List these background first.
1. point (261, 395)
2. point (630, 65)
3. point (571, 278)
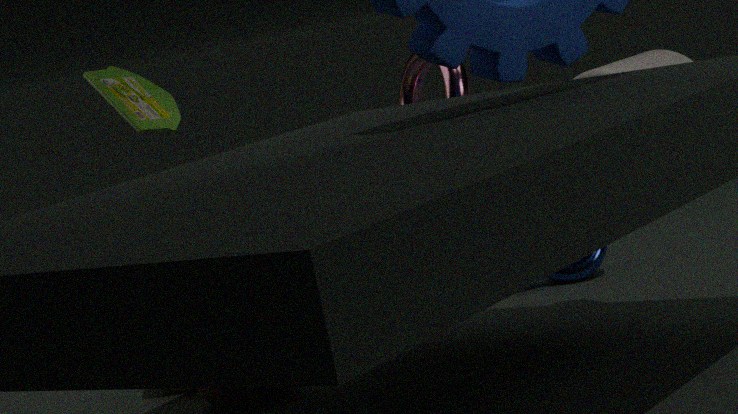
point (630, 65)
point (571, 278)
point (261, 395)
